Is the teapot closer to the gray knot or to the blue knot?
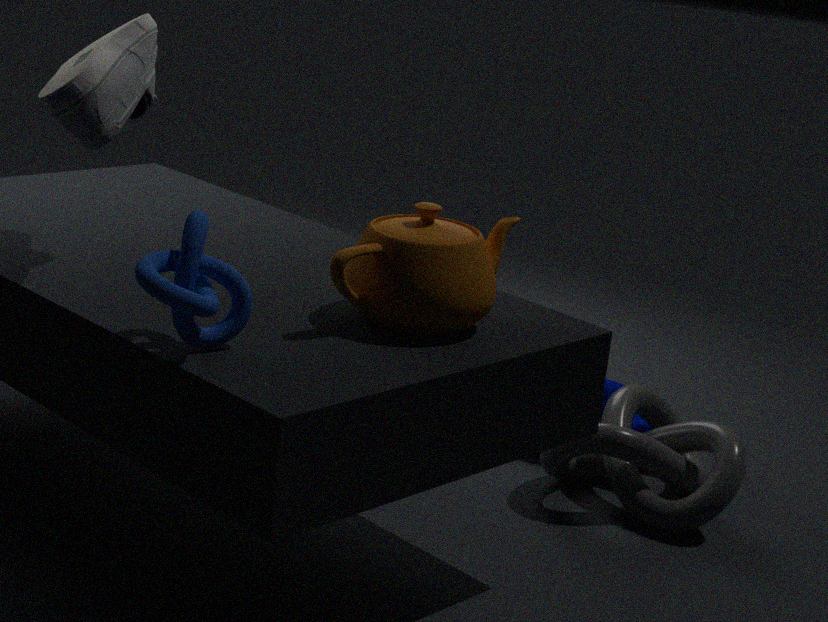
the blue knot
